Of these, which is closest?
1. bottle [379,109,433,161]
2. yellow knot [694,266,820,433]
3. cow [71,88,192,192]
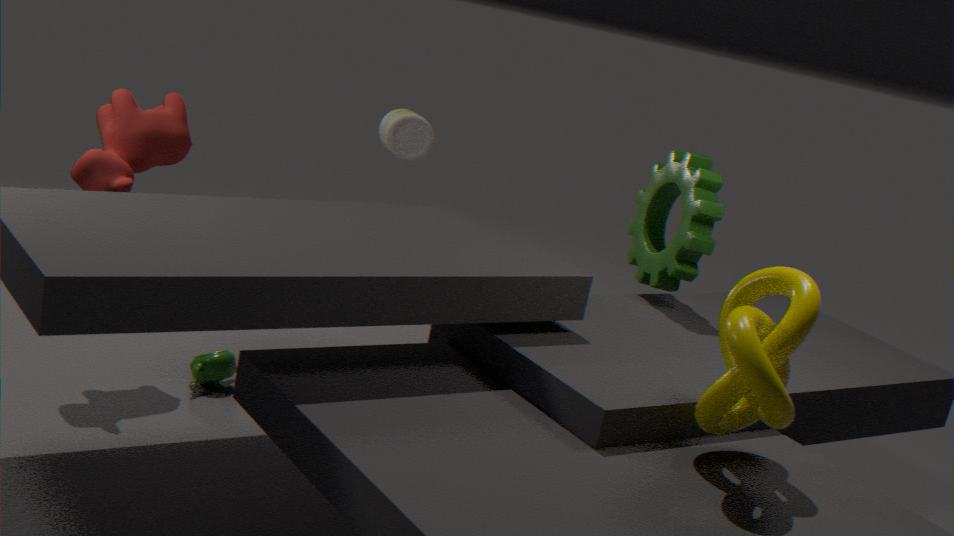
yellow knot [694,266,820,433]
